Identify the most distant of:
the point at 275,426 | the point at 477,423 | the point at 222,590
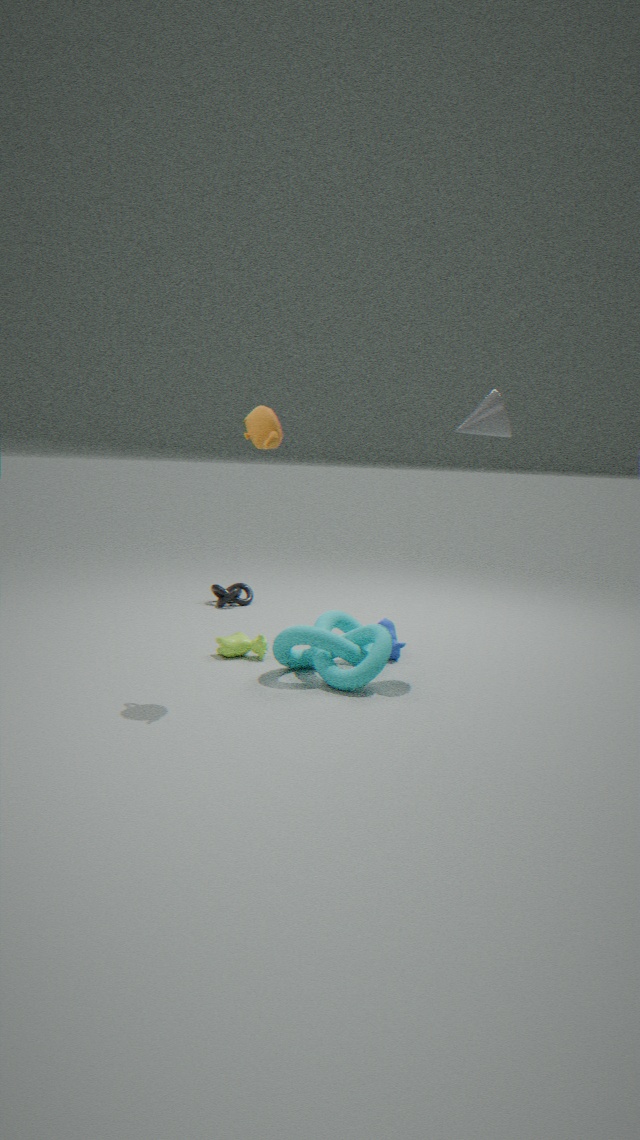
the point at 222,590
